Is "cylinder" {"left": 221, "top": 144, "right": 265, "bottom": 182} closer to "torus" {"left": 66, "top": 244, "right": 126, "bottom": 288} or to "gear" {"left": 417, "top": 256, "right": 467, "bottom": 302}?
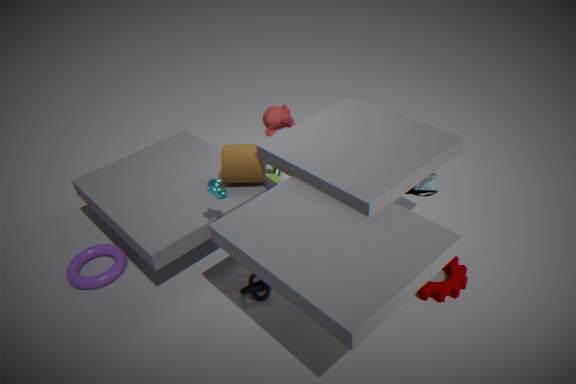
"torus" {"left": 66, "top": 244, "right": 126, "bottom": 288}
